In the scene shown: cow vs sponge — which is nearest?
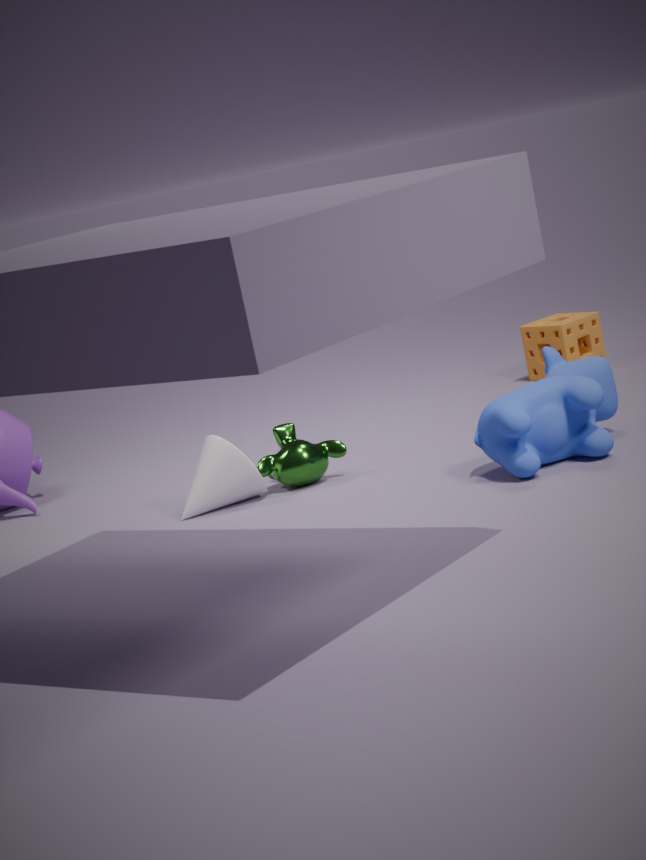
cow
